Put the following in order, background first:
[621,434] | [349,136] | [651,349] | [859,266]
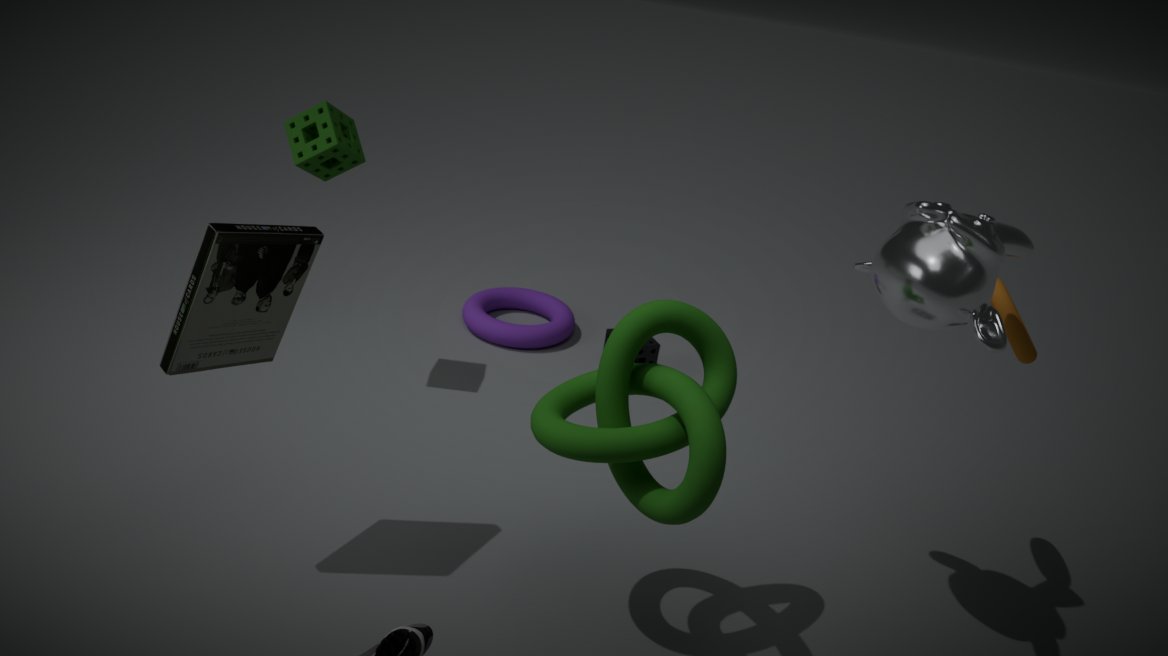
[651,349]
[349,136]
[859,266]
[621,434]
